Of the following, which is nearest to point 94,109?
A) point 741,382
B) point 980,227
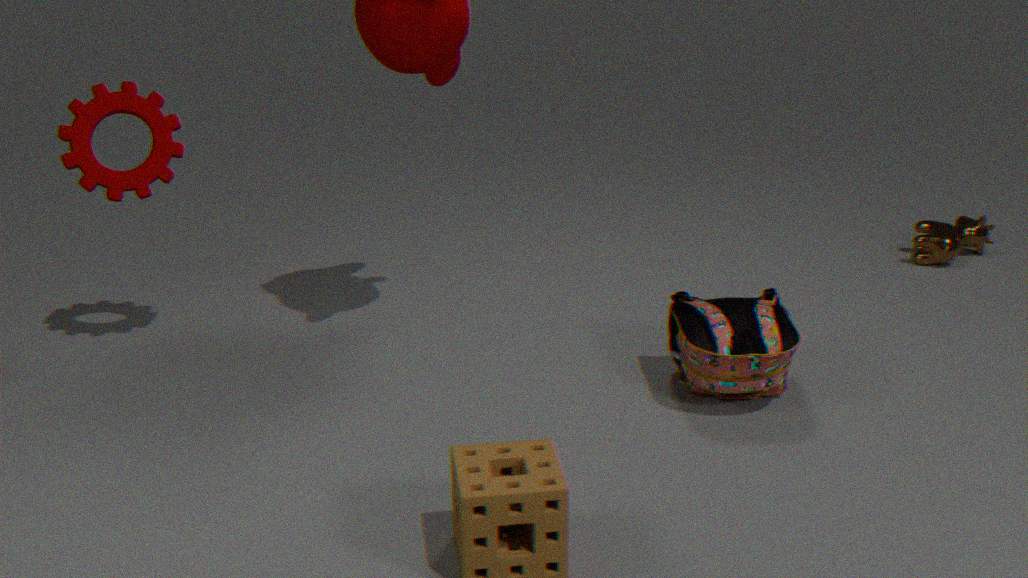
point 741,382
